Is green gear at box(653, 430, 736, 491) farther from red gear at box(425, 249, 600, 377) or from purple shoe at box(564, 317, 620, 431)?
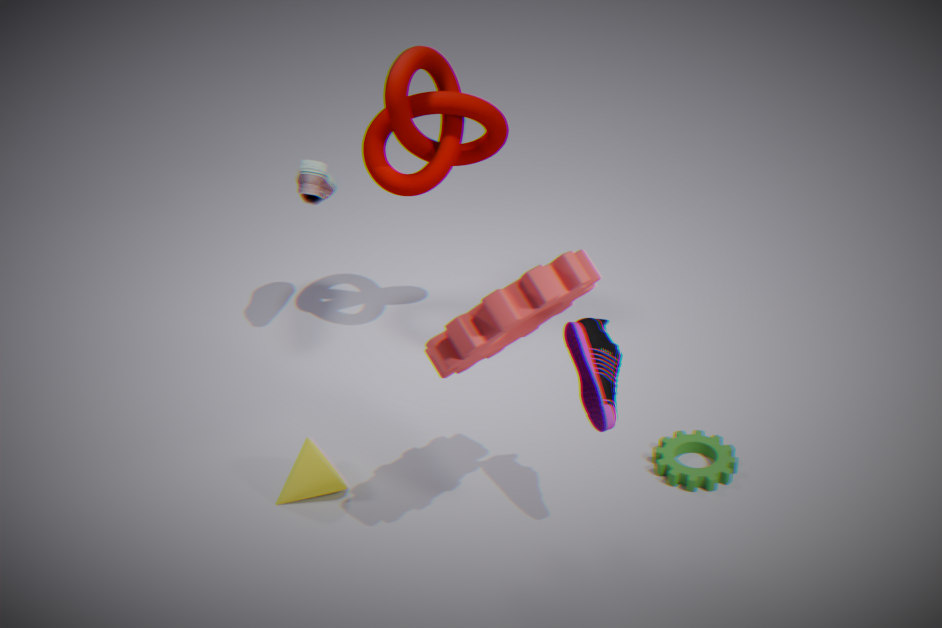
red gear at box(425, 249, 600, 377)
